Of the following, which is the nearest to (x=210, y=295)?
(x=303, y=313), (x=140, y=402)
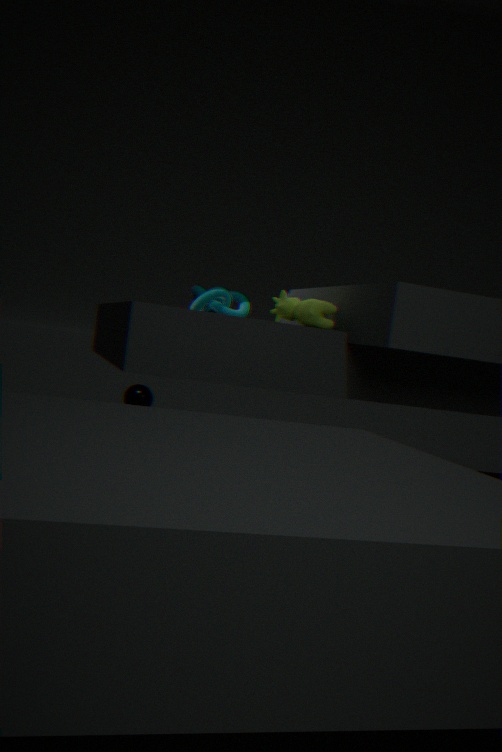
(x=303, y=313)
